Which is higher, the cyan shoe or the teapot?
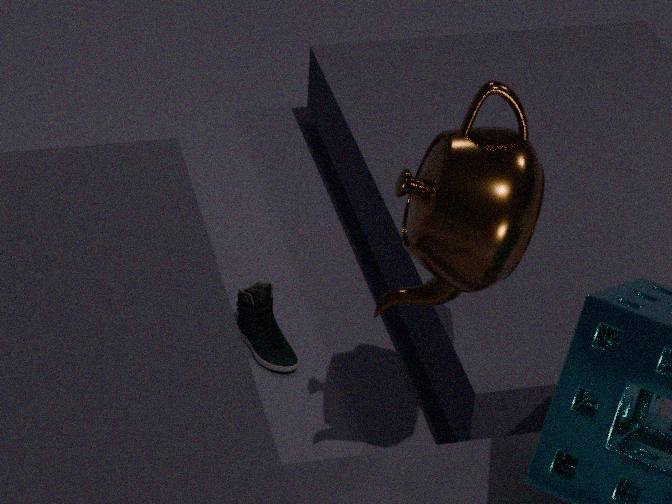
the teapot
